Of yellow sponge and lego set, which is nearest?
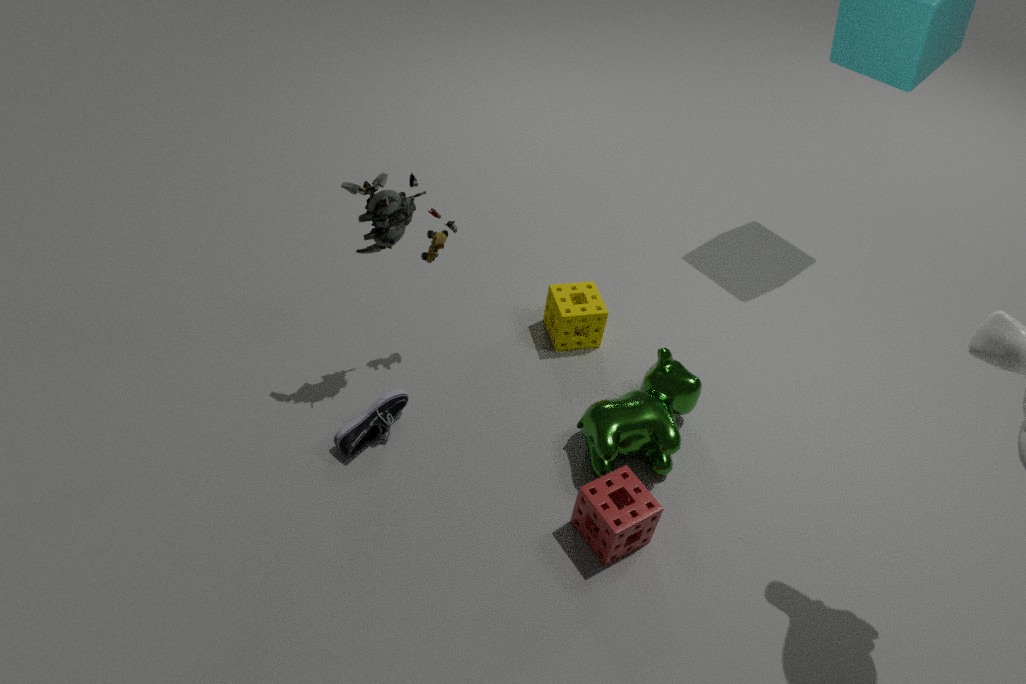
lego set
